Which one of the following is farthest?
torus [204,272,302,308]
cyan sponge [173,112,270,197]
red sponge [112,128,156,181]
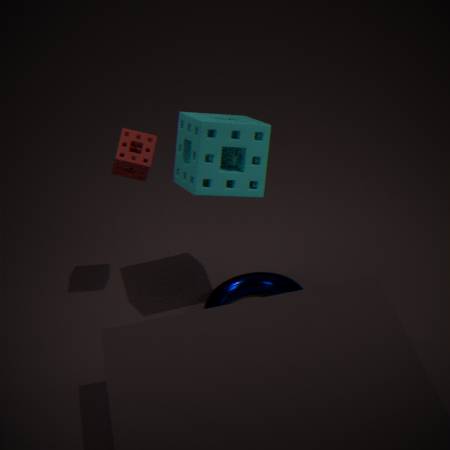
torus [204,272,302,308]
